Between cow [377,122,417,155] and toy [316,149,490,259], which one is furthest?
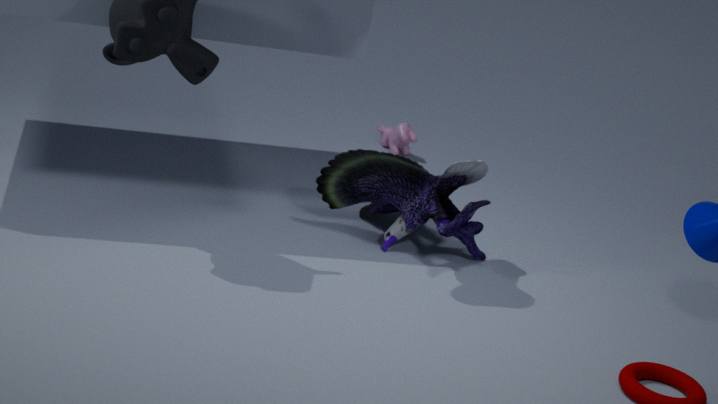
cow [377,122,417,155]
